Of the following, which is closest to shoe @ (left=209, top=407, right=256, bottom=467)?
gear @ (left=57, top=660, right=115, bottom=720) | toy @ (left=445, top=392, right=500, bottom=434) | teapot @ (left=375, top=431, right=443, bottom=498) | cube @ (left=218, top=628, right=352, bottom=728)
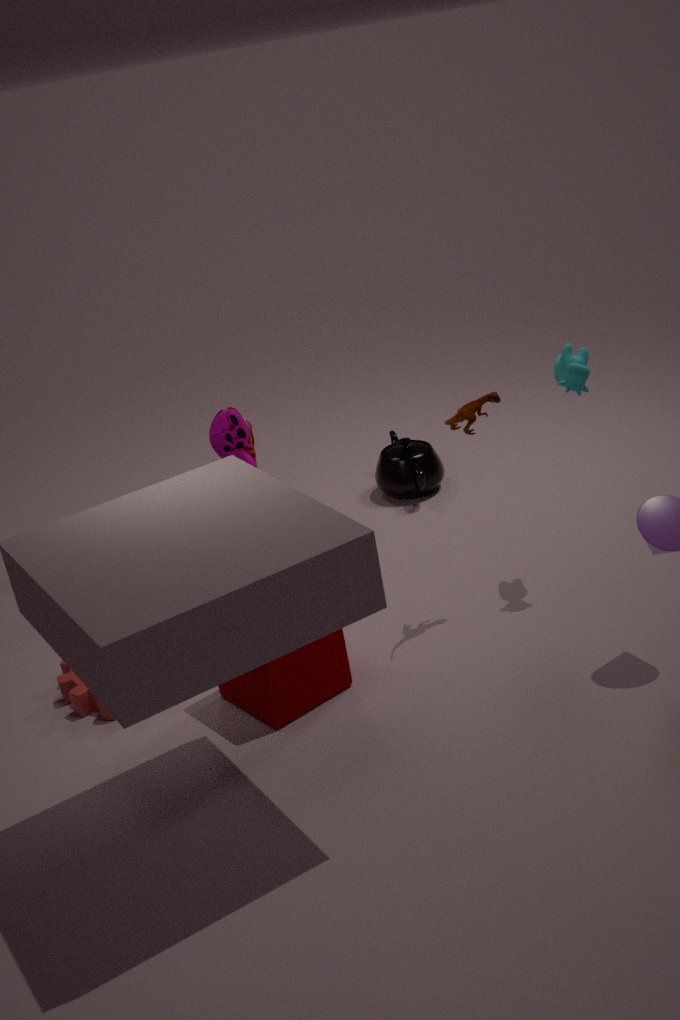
teapot @ (left=375, top=431, right=443, bottom=498)
